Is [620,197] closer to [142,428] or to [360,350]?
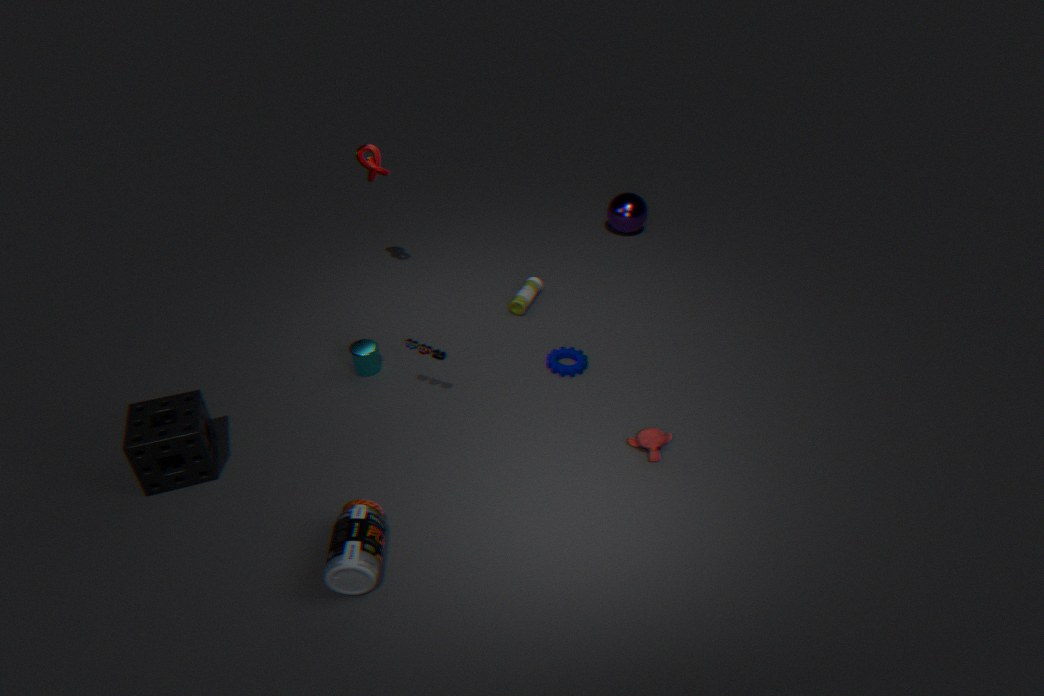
[360,350]
